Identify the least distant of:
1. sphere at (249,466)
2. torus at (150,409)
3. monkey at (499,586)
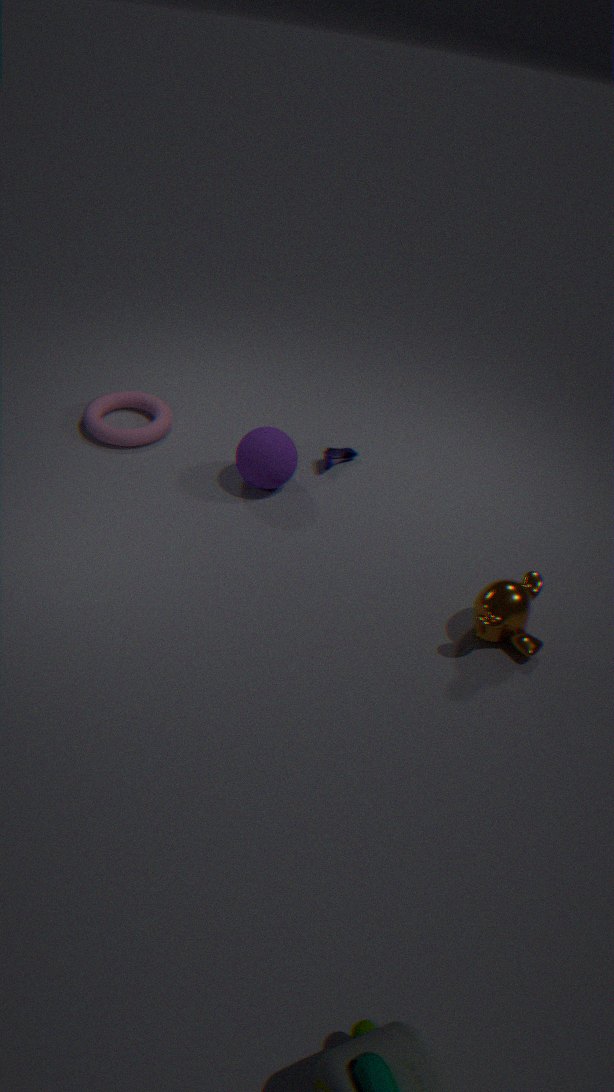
monkey at (499,586)
